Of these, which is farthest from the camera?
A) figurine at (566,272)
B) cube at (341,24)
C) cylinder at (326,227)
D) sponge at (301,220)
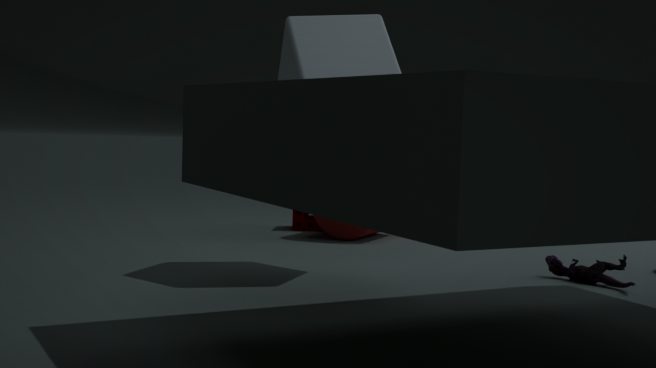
sponge at (301,220)
